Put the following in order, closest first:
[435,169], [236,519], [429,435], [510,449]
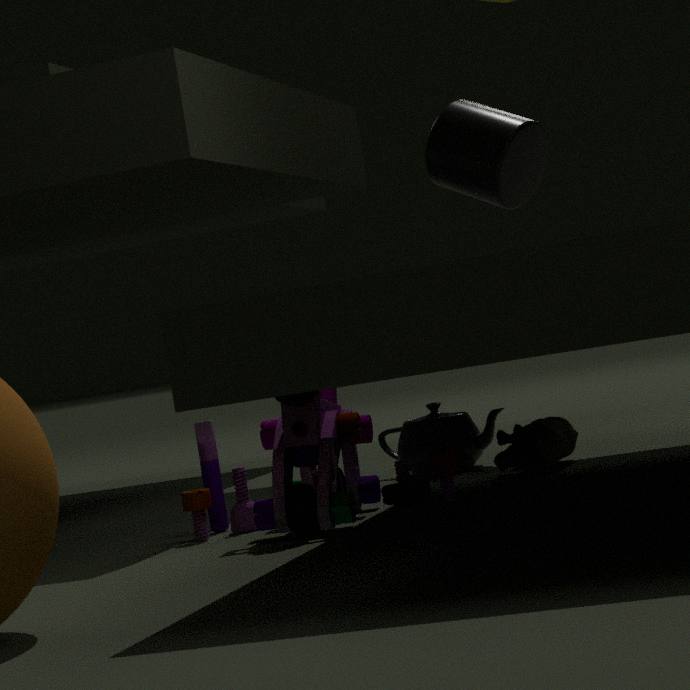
[236,519], [510,449], [429,435], [435,169]
